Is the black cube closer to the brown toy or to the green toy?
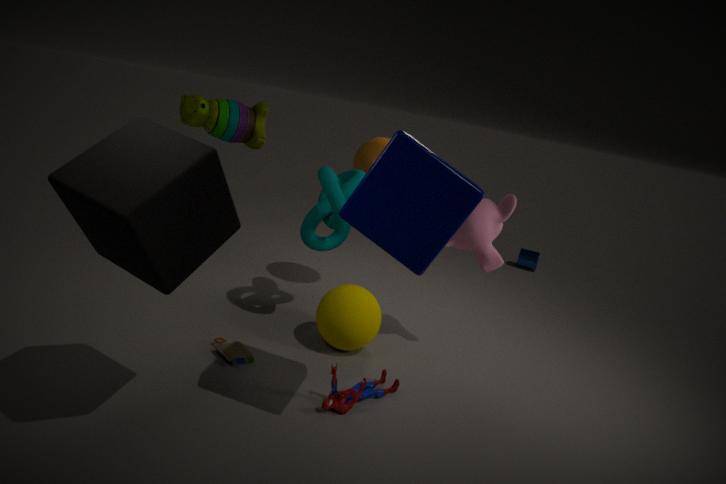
the brown toy
